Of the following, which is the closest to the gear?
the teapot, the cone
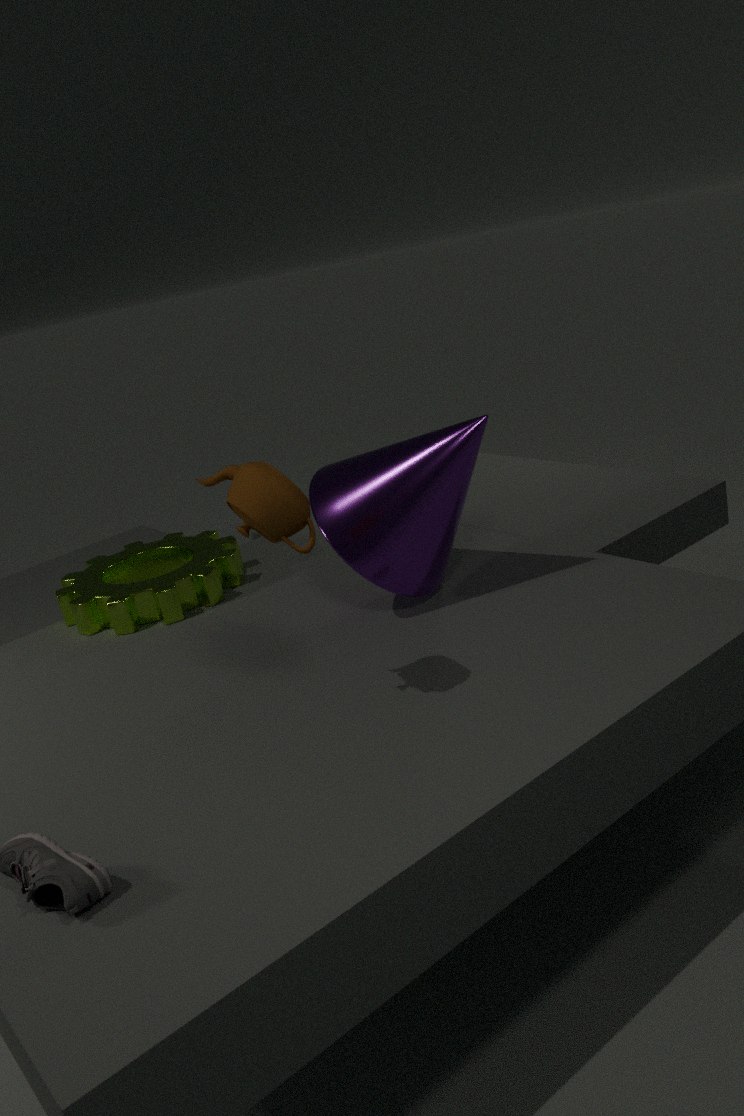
the cone
